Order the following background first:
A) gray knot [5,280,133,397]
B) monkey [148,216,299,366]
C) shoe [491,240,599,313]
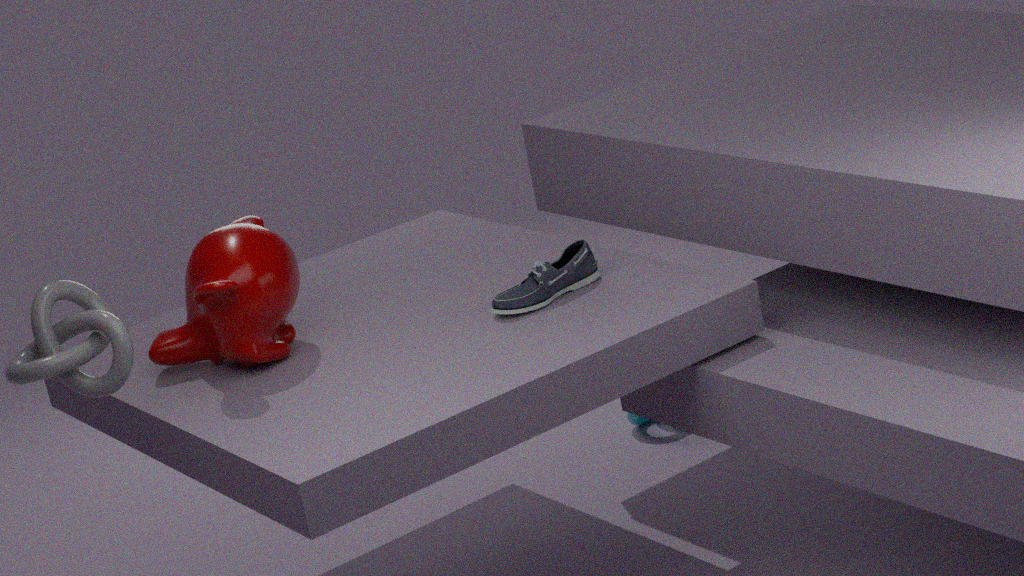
Result: 1. shoe [491,240,599,313]
2. monkey [148,216,299,366]
3. gray knot [5,280,133,397]
